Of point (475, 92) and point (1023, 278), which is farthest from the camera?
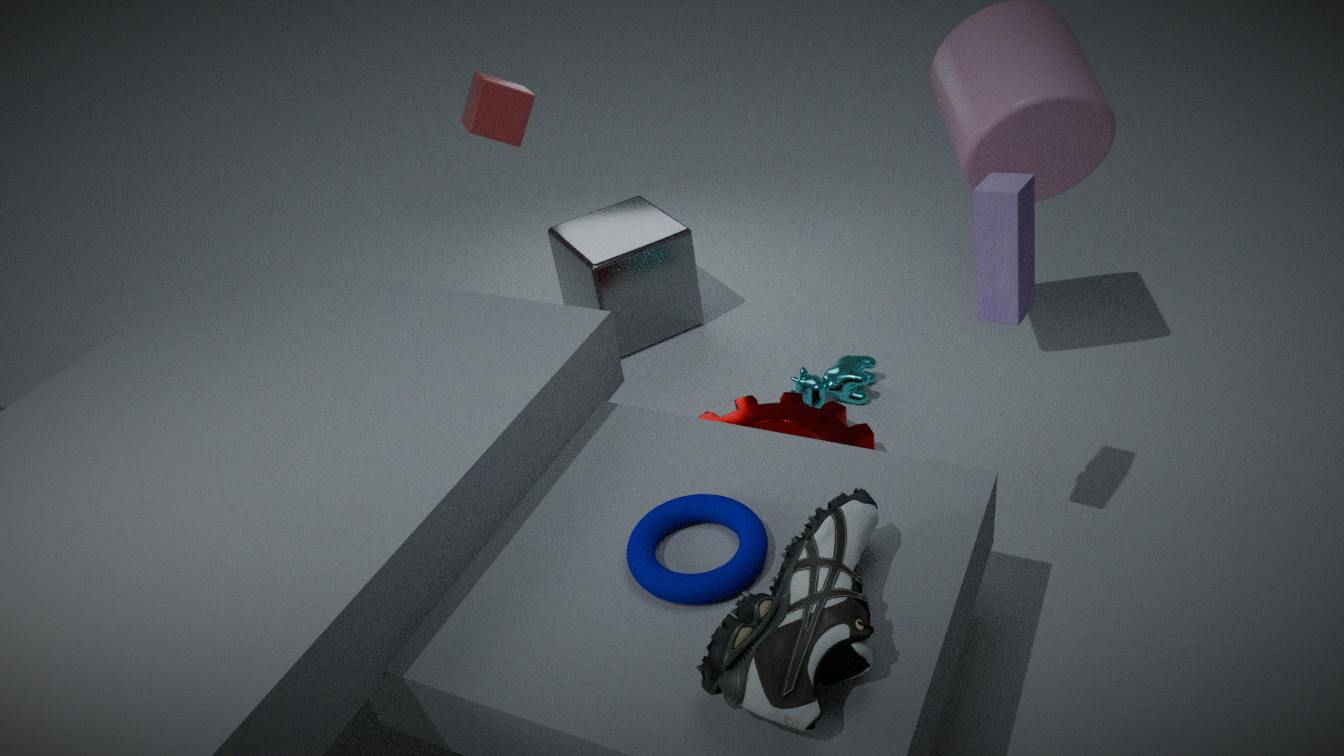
point (475, 92)
